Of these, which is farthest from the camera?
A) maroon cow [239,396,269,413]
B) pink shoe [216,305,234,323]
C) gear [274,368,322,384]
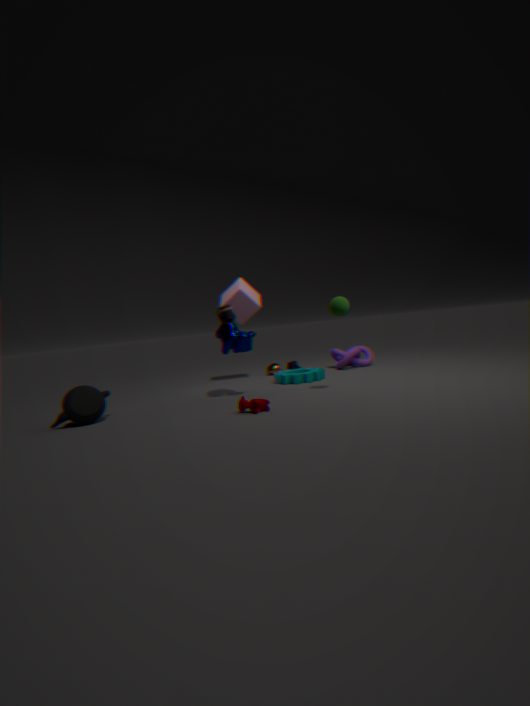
gear [274,368,322,384]
